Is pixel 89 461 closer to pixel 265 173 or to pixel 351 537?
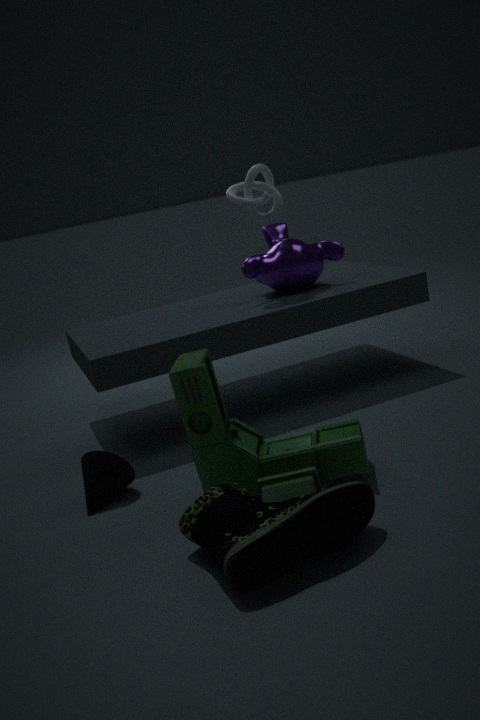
pixel 351 537
